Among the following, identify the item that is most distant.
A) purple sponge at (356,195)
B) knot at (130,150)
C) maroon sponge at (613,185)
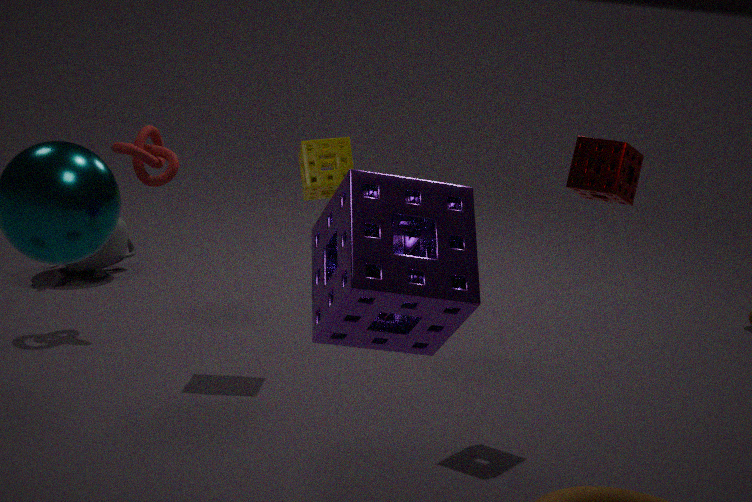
knot at (130,150)
